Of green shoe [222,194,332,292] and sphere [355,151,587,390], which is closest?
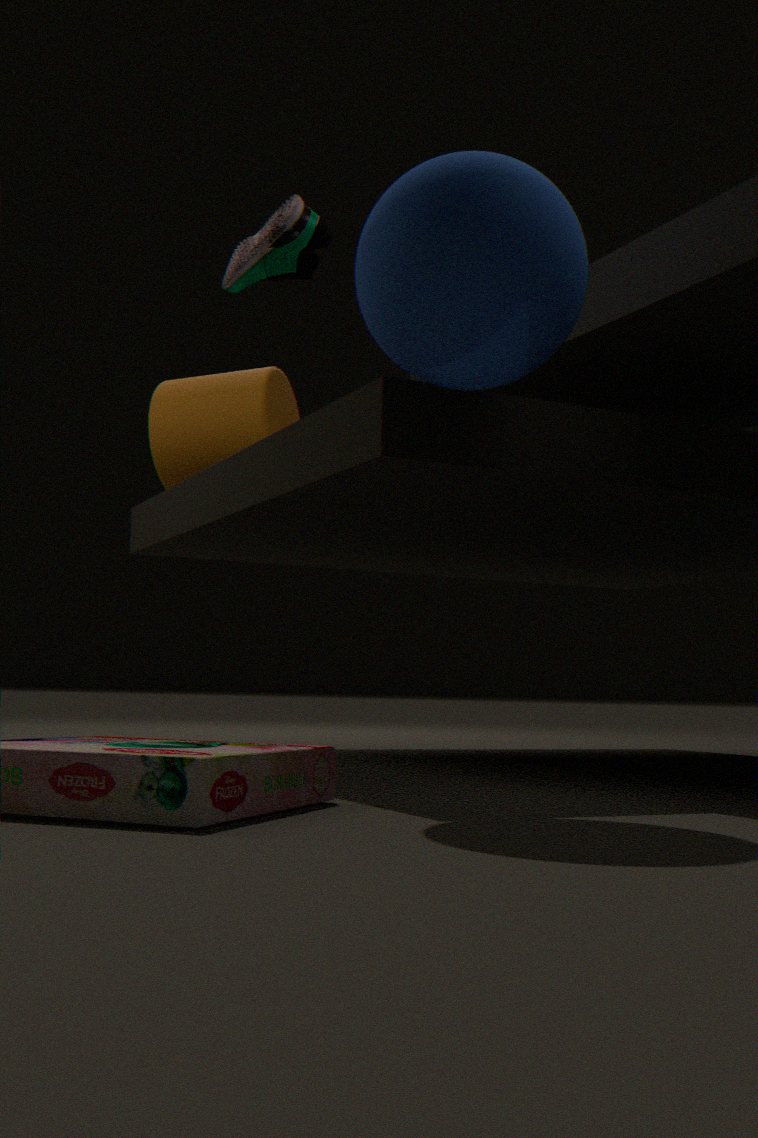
sphere [355,151,587,390]
